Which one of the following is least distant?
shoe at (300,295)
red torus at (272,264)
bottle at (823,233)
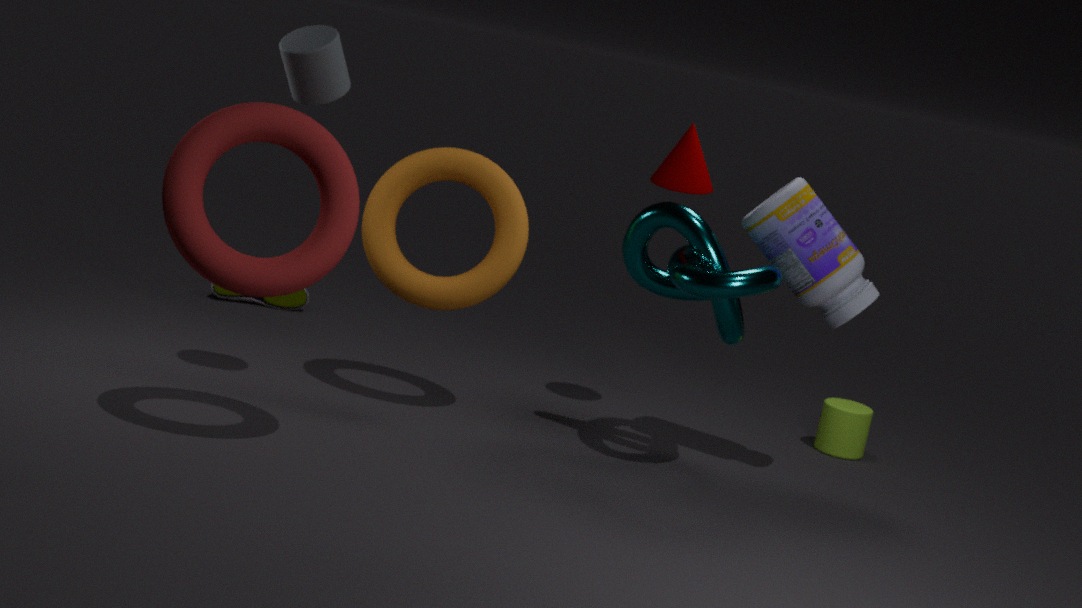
red torus at (272,264)
